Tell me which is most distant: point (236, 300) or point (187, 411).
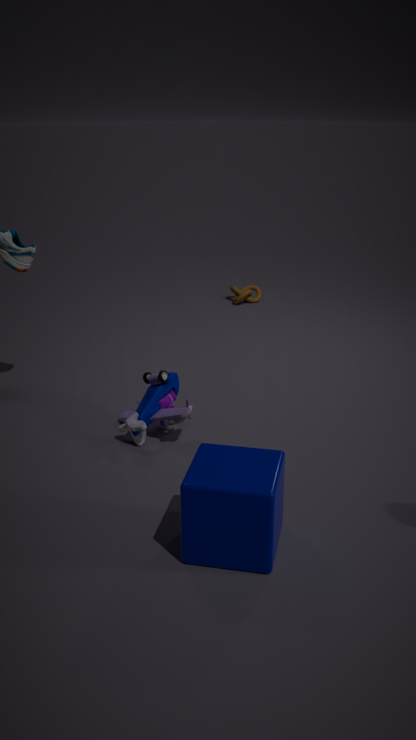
point (236, 300)
